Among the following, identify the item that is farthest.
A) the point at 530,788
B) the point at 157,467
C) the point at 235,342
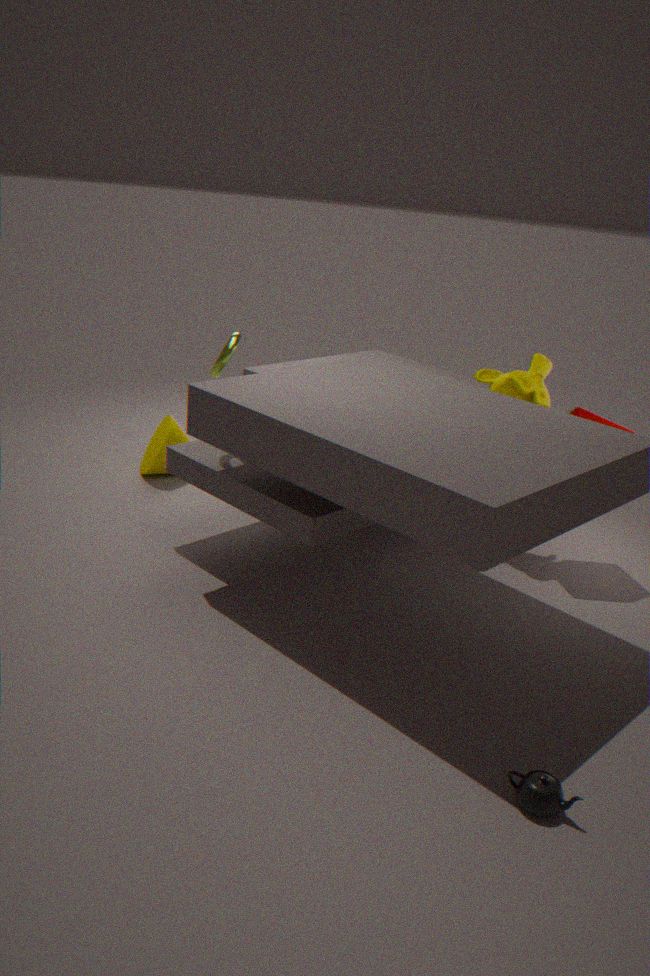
the point at 157,467
